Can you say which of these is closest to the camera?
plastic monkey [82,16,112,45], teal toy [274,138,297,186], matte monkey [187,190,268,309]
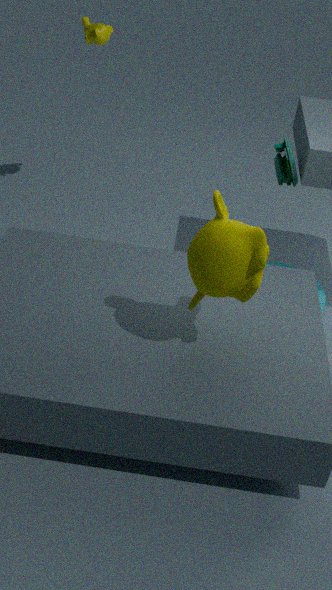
matte monkey [187,190,268,309]
